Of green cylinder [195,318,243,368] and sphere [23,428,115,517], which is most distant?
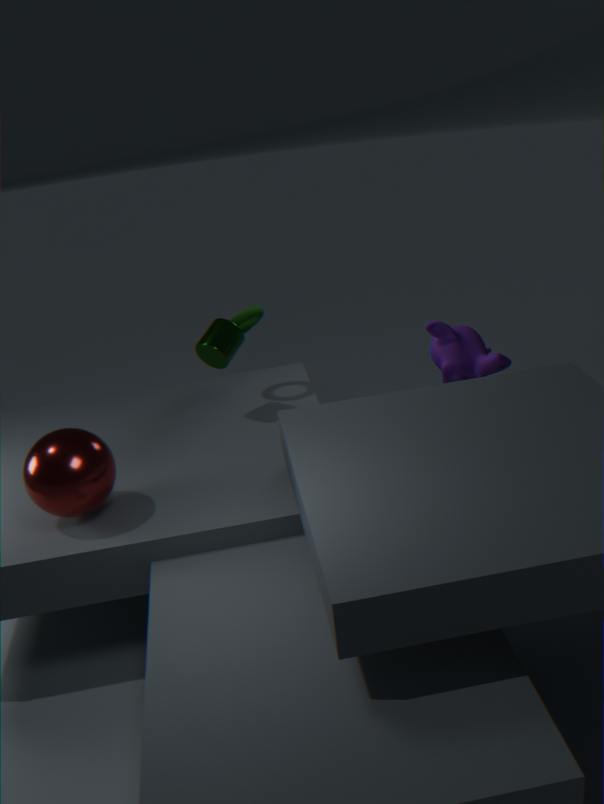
green cylinder [195,318,243,368]
